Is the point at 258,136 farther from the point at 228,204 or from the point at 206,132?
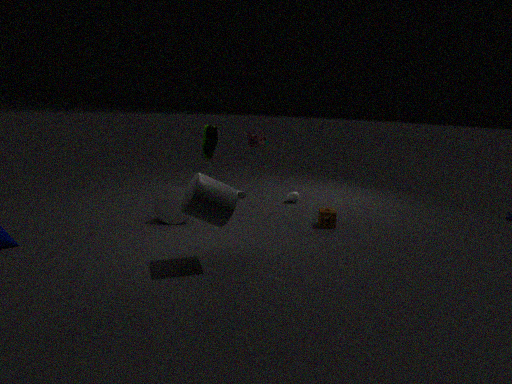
the point at 228,204
